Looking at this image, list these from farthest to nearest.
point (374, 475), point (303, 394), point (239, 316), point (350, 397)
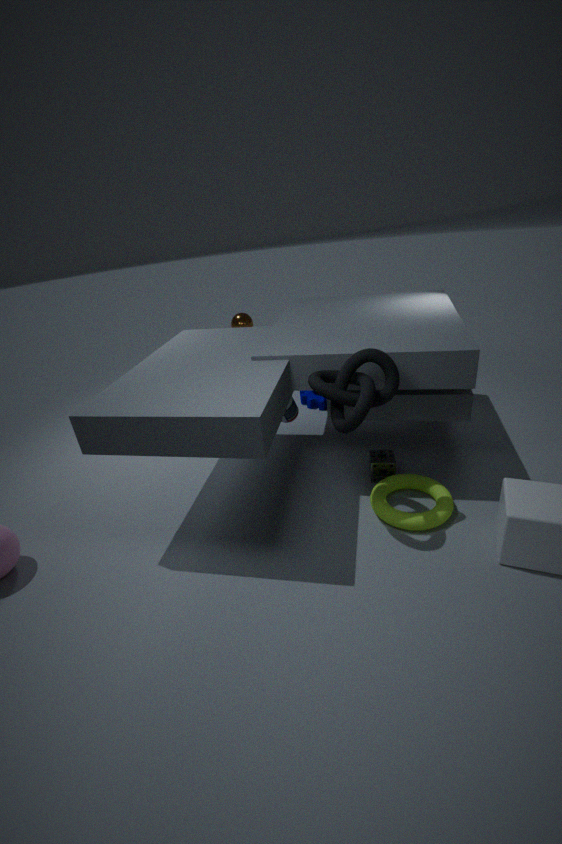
point (239, 316)
point (303, 394)
point (374, 475)
point (350, 397)
